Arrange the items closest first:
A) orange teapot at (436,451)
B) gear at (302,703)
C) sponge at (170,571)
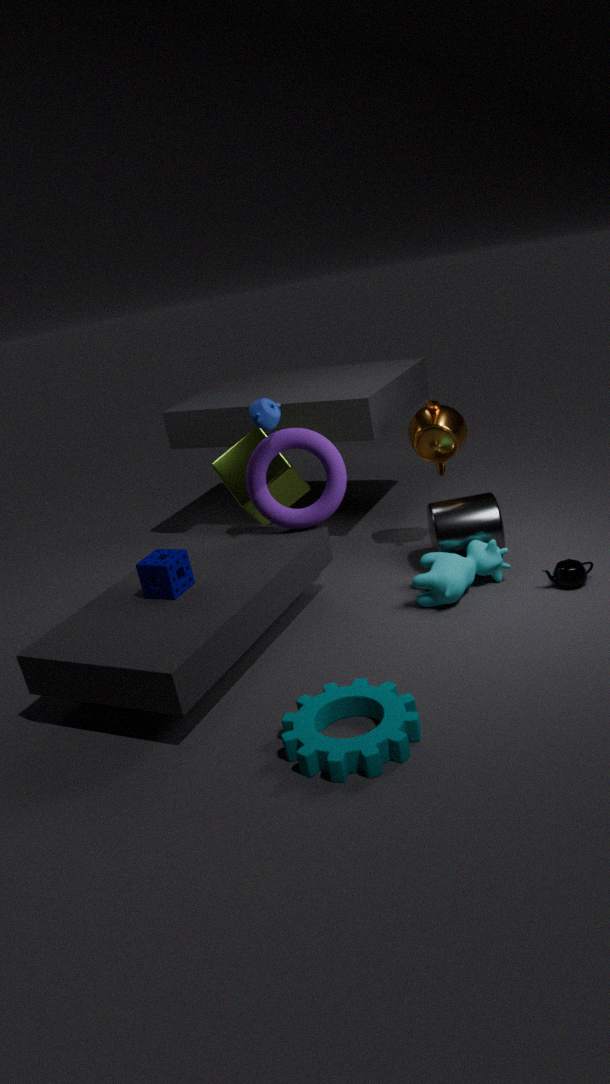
gear at (302,703) → sponge at (170,571) → orange teapot at (436,451)
